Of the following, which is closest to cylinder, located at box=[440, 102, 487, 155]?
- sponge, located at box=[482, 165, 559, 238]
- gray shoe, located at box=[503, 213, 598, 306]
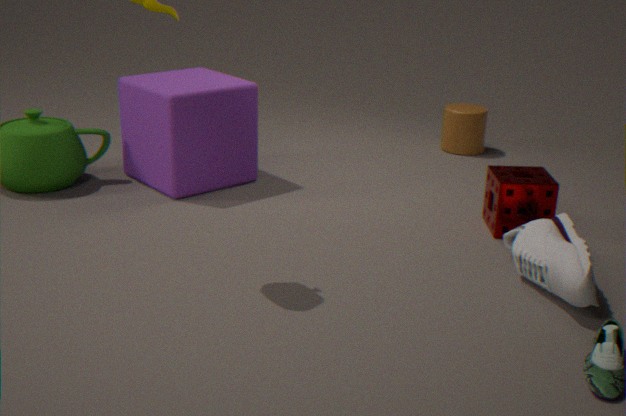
sponge, located at box=[482, 165, 559, 238]
